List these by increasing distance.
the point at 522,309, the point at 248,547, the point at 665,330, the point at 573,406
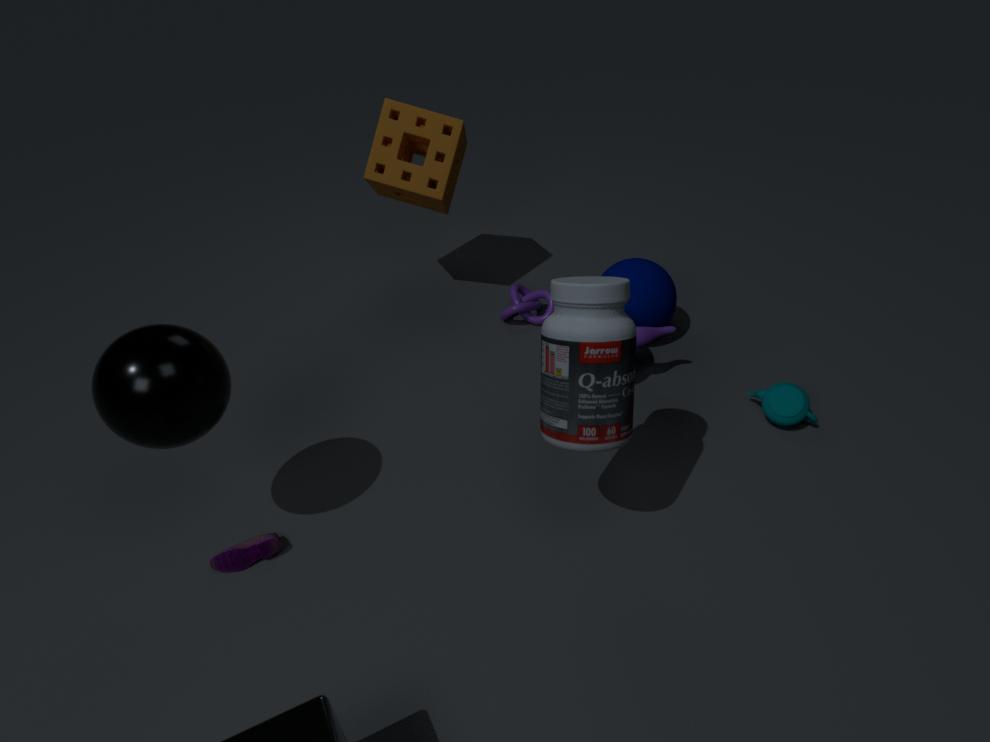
1. the point at 573,406
2. the point at 248,547
3. the point at 665,330
4. the point at 522,309
